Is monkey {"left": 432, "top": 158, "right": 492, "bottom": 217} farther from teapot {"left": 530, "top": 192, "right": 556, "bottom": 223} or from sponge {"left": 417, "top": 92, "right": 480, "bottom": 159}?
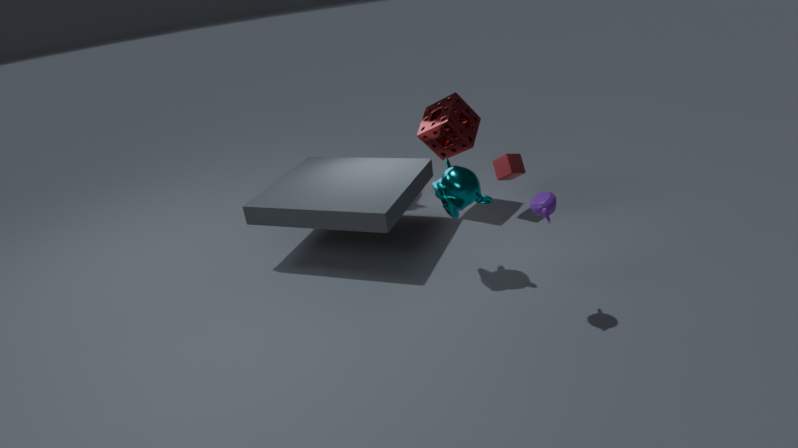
Answer: sponge {"left": 417, "top": 92, "right": 480, "bottom": 159}
